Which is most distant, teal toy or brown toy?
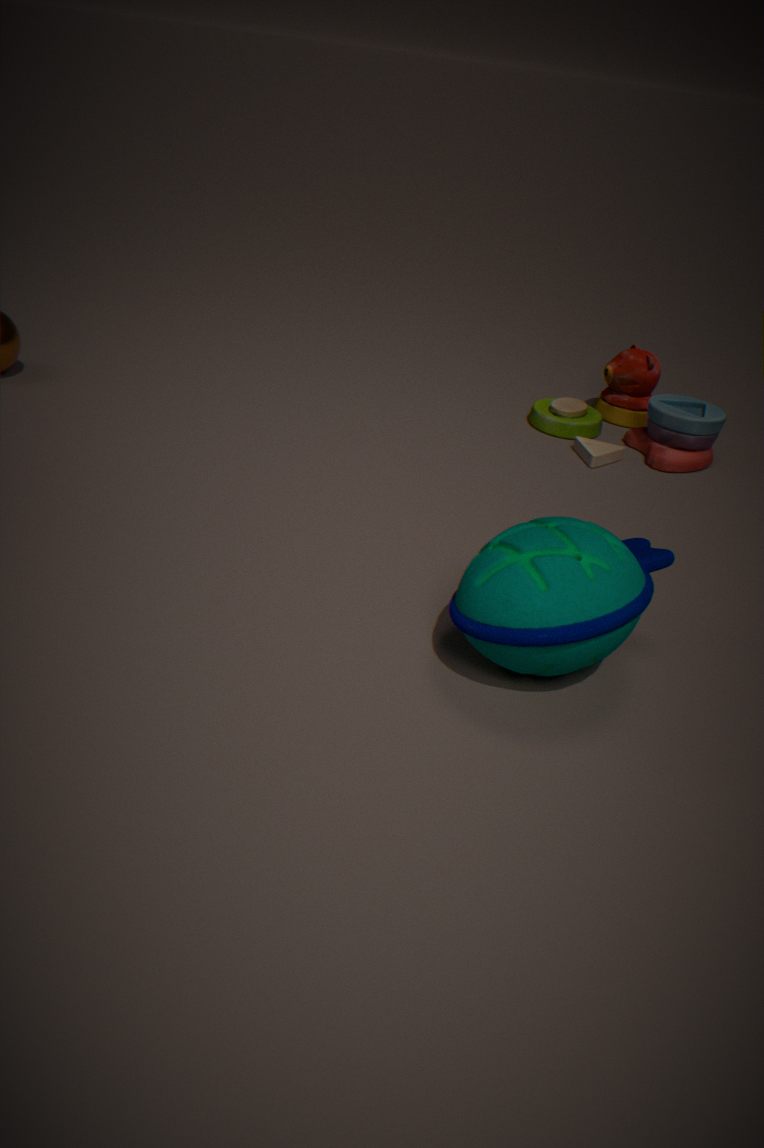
brown toy
